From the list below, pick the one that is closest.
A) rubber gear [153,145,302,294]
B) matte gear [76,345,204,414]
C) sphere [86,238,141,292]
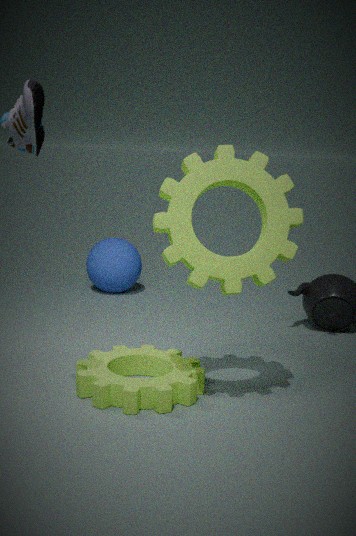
rubber gear [153,145,302,294]
